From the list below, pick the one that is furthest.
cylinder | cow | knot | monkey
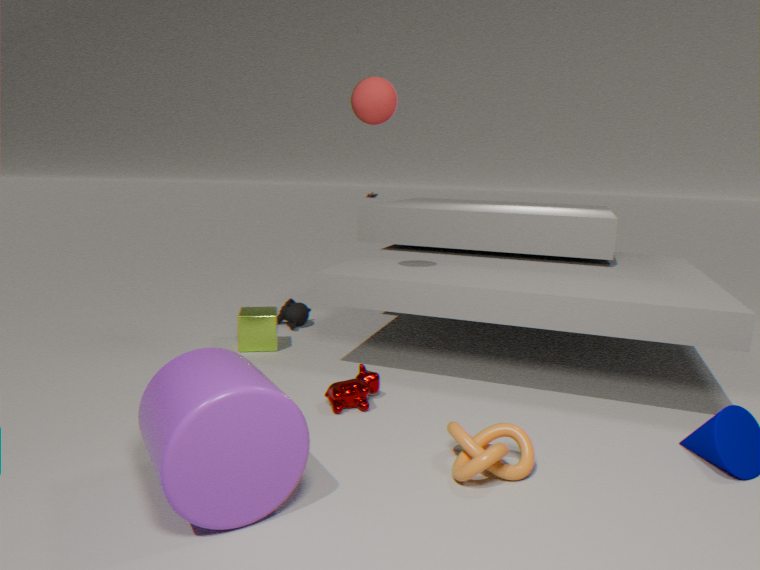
monkey
